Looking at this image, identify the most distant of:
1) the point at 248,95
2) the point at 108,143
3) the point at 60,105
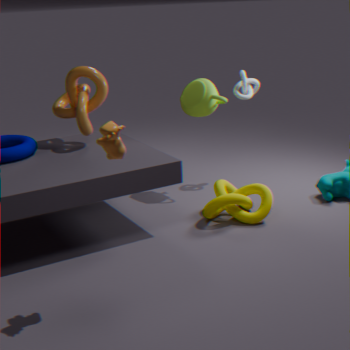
1. the point at 248,95
